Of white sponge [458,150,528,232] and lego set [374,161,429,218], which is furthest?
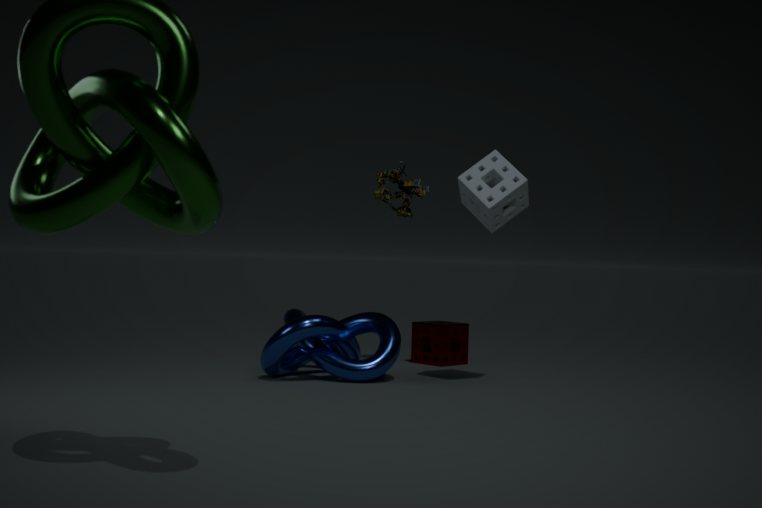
lego set [374,161,429,218]
